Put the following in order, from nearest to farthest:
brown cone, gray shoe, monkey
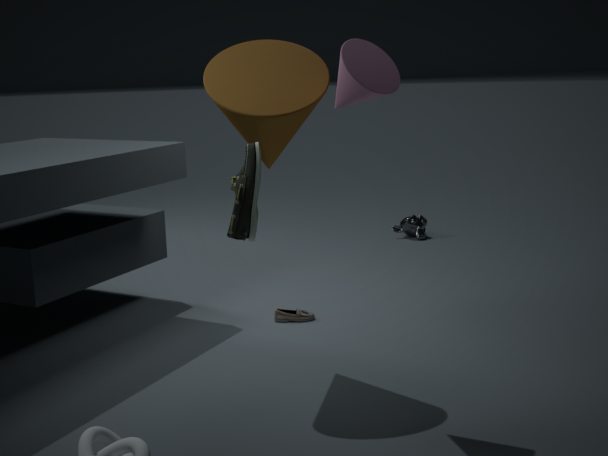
brown cone < gray shoe < monkey
